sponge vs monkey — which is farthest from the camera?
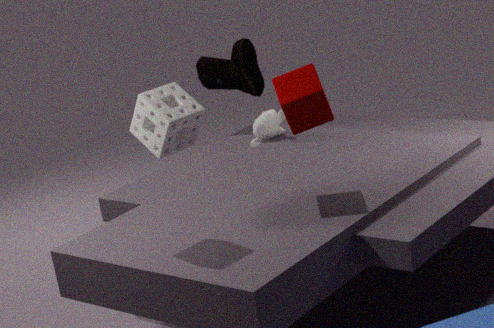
monkey
